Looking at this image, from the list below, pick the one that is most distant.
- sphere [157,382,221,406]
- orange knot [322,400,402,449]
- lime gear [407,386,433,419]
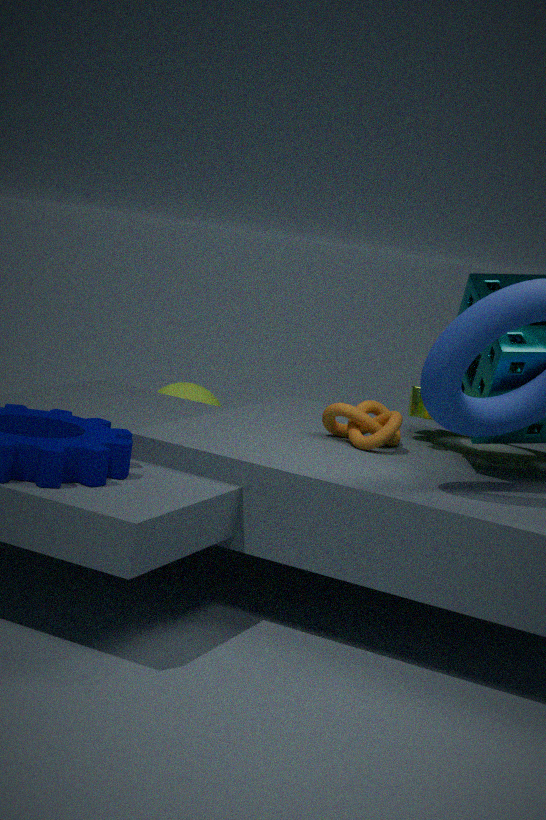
sphere [157,382,221,406]
